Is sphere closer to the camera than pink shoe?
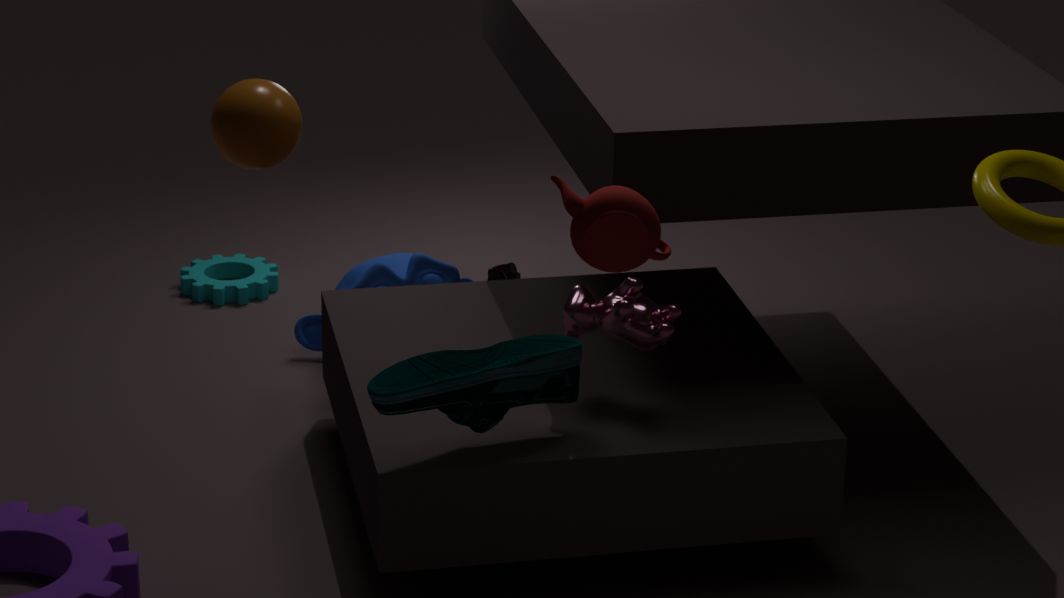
Yes
